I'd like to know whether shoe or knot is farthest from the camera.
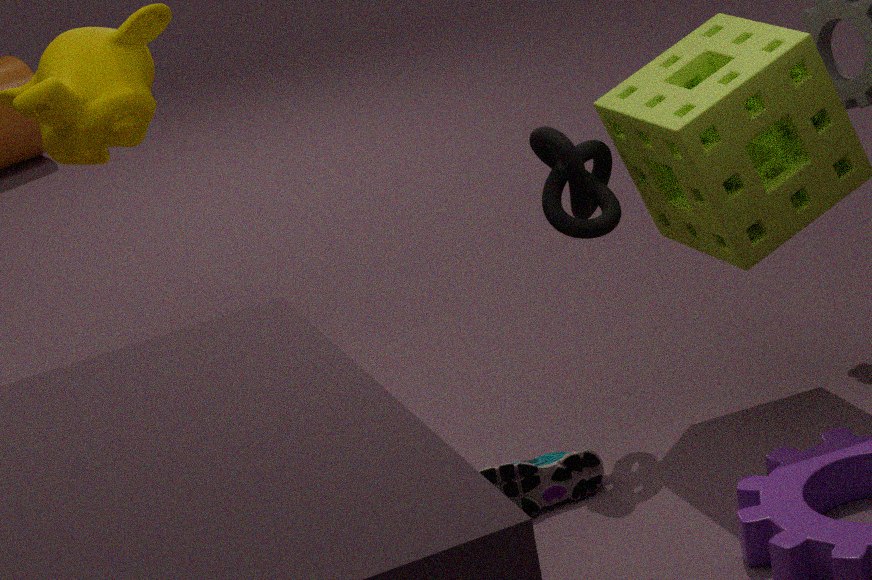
knot
